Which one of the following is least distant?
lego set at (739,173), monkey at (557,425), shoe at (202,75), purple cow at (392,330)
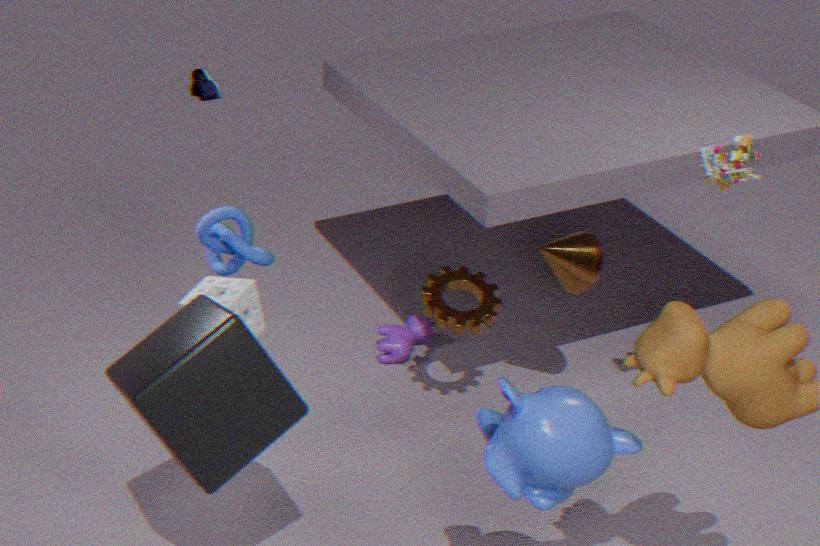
monkey at (557,425)
